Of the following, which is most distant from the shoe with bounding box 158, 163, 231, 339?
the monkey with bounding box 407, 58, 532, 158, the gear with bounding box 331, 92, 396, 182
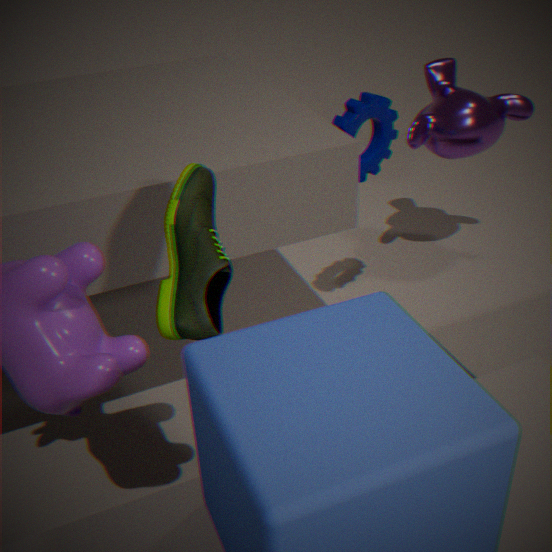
the monkey with bounding box 407, 58, 532, 158
